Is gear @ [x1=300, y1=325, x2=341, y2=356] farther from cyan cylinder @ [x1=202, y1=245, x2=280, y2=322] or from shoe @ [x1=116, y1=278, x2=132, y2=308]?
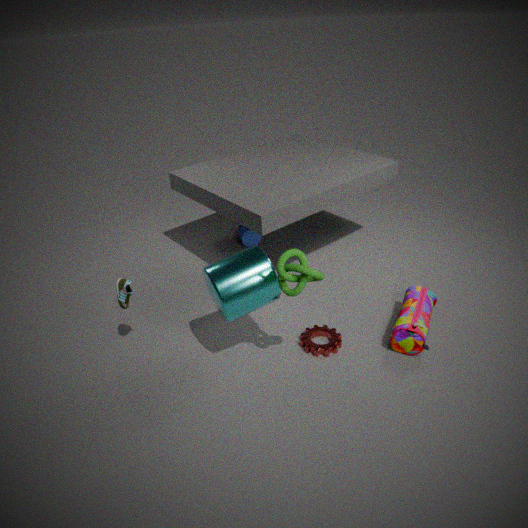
shoe @ [x1=116, y1=278, x2=132, y2=308]
